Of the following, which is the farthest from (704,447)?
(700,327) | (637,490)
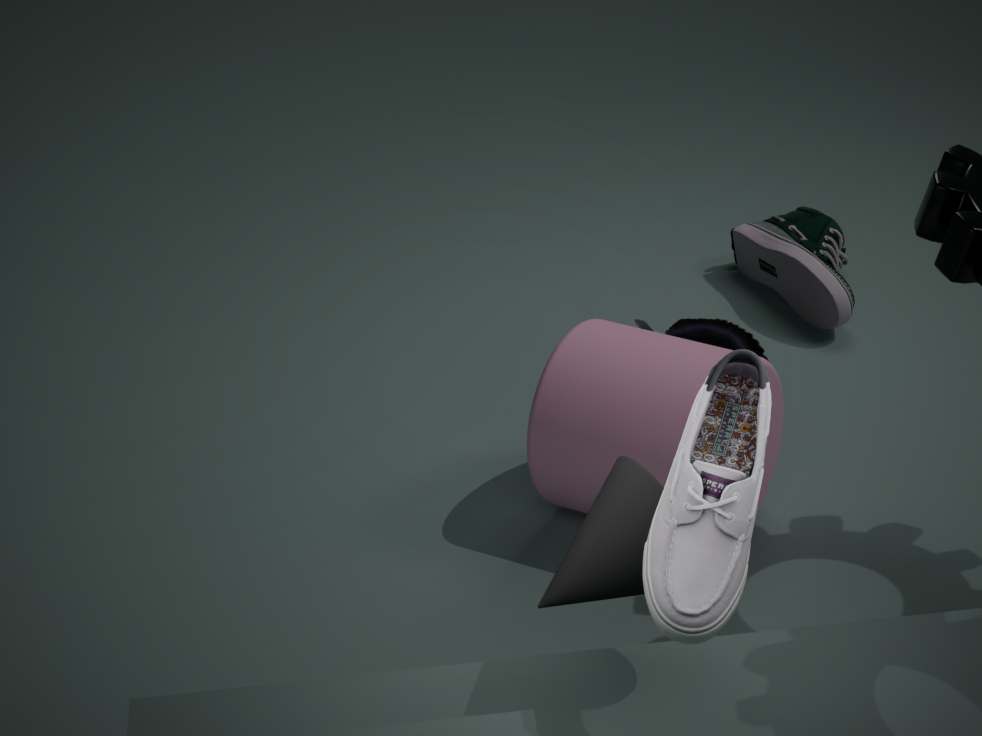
(700,327)
